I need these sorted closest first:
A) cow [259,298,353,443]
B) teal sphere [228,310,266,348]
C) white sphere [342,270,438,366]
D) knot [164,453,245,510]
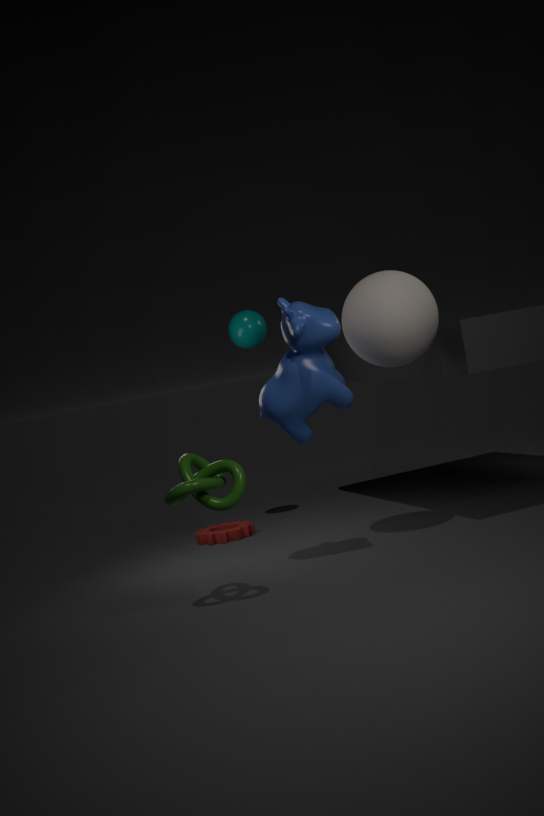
knot [164,453,245,510] < cow [259,298,353,443] < white sphere [342,270,438,366] < teal sphere [228,310,266,348]
